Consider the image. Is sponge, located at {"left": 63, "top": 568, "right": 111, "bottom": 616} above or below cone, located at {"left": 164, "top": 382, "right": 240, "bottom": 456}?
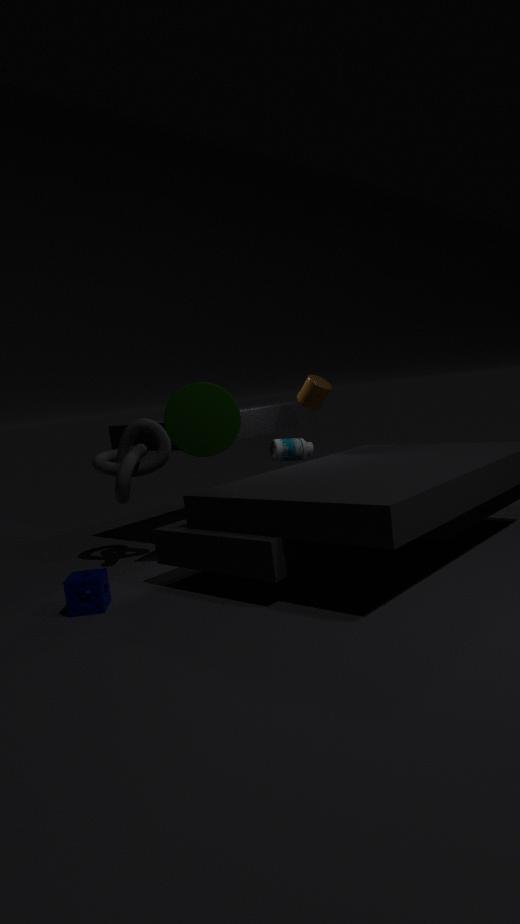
below
